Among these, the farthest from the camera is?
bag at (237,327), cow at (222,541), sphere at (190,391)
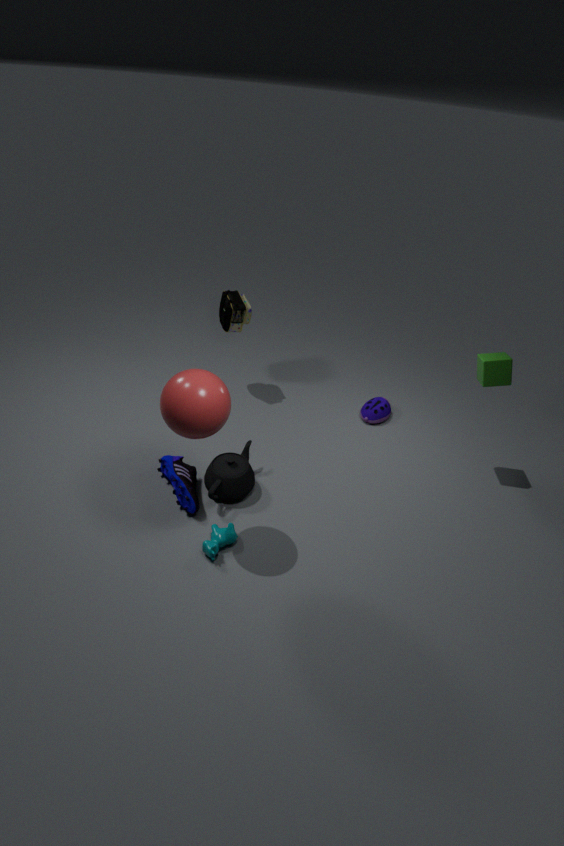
bag at (237,327)
